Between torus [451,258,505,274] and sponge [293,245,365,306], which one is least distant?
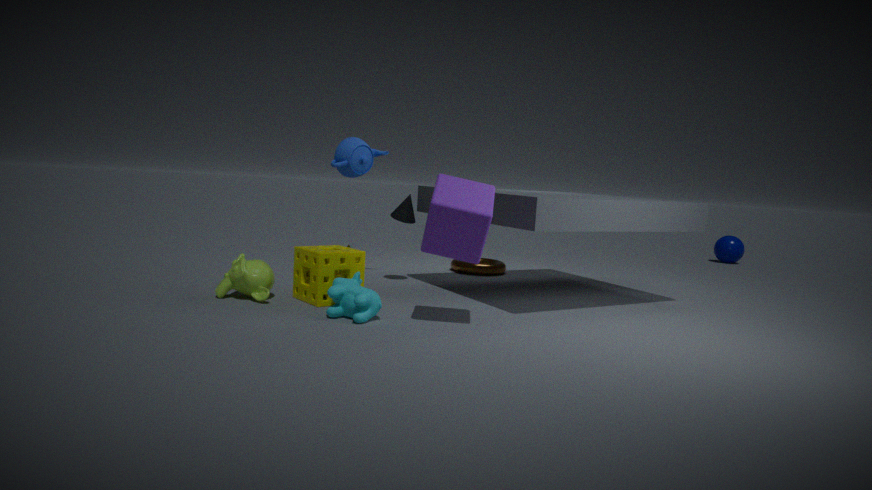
sponge [293,245,365,306]
